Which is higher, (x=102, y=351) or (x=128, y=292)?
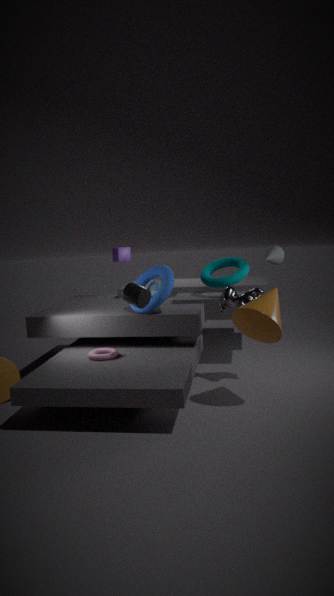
(x=128, y=292)
